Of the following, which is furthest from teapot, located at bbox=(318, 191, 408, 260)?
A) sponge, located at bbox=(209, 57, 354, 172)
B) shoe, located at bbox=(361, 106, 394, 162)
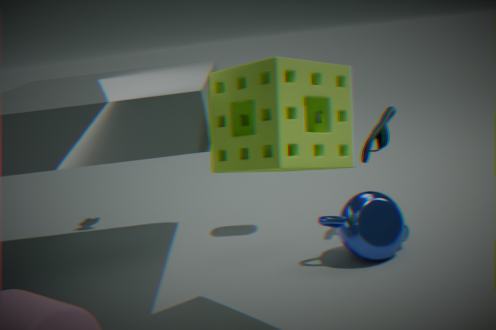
sponge, located at bbox=(209, 57, 354, 172)
